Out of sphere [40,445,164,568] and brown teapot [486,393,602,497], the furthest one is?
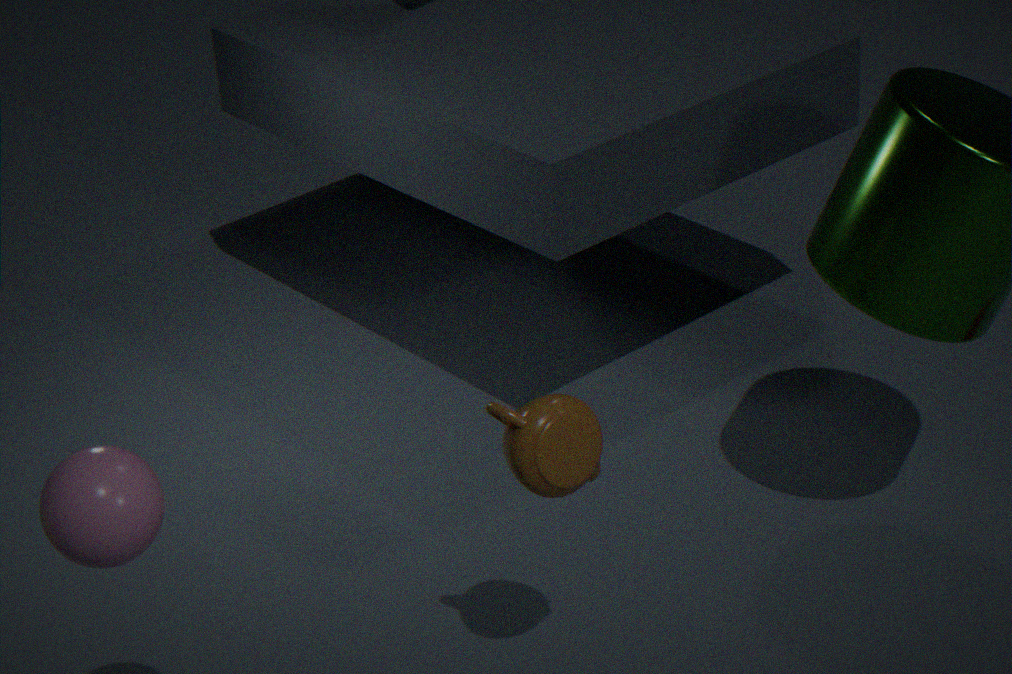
brown teapot [486,393,602,497]
